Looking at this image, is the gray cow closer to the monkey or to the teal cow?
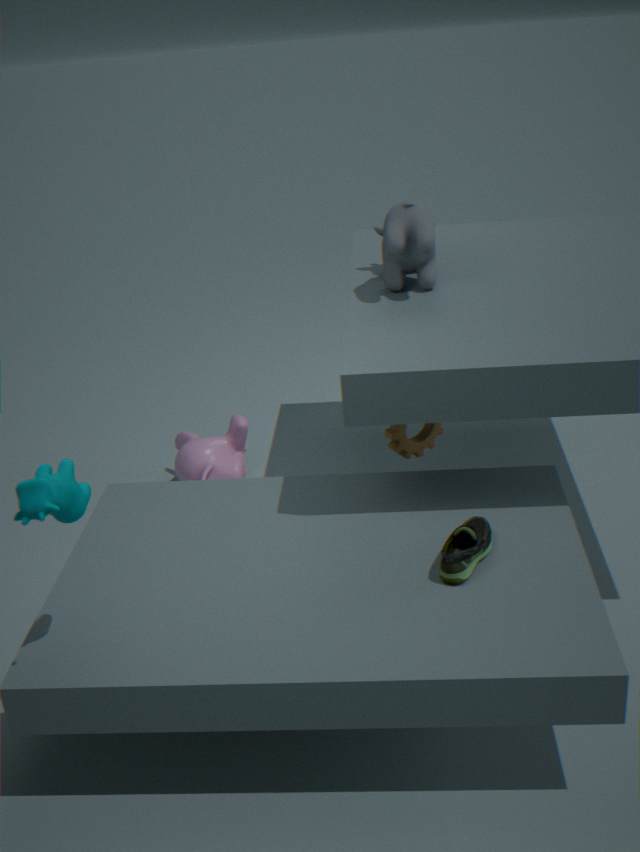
the monkey
